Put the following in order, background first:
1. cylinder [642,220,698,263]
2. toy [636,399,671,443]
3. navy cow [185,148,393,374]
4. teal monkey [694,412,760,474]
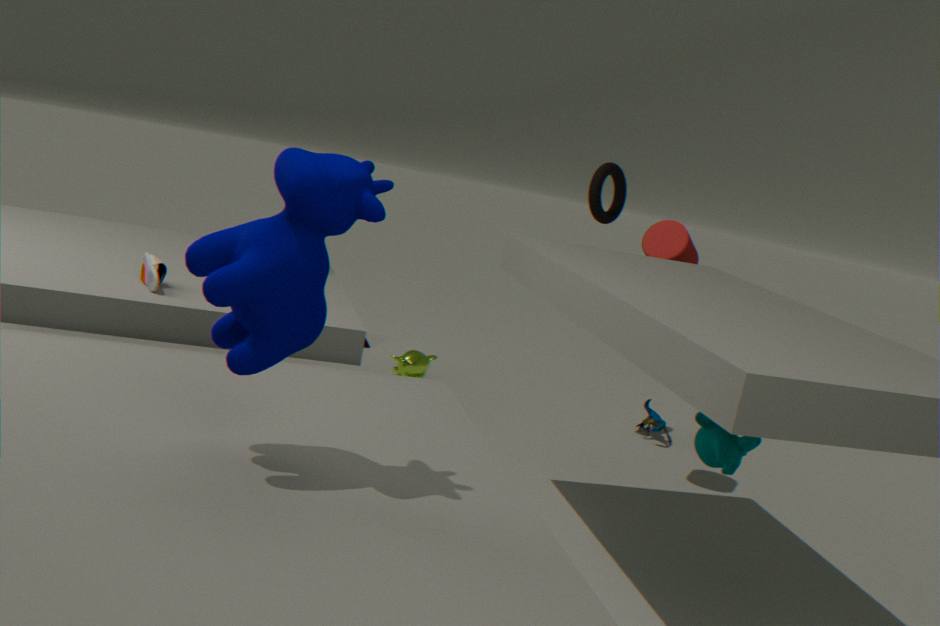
toy [636,399,671,443] → cylinder [642,220,698,263] → teal monkey [694,412,760,474] → navy cow [185,148,393,374]
